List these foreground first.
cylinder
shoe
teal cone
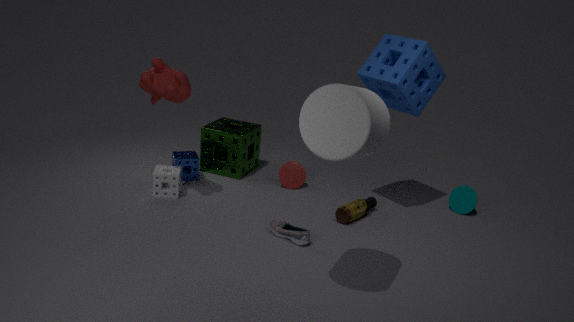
1. cylinder
2. shoe
3. teal cone
